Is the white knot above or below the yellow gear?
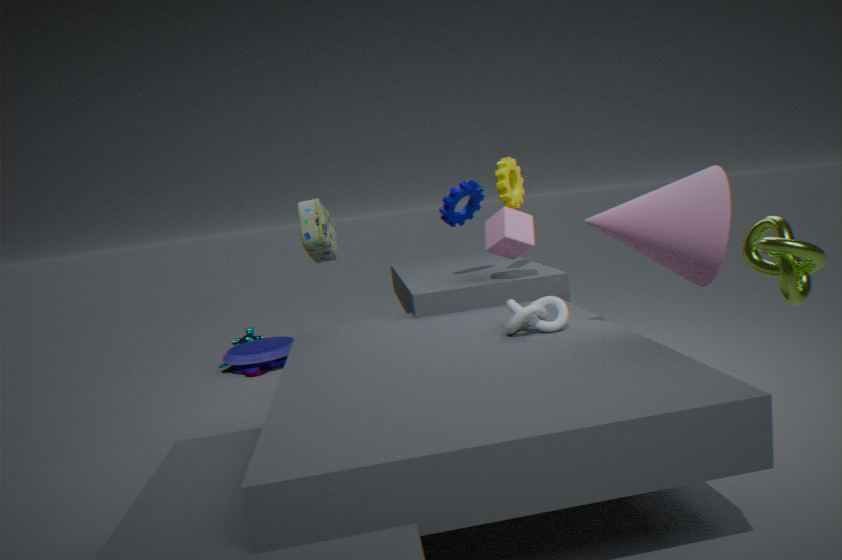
below
